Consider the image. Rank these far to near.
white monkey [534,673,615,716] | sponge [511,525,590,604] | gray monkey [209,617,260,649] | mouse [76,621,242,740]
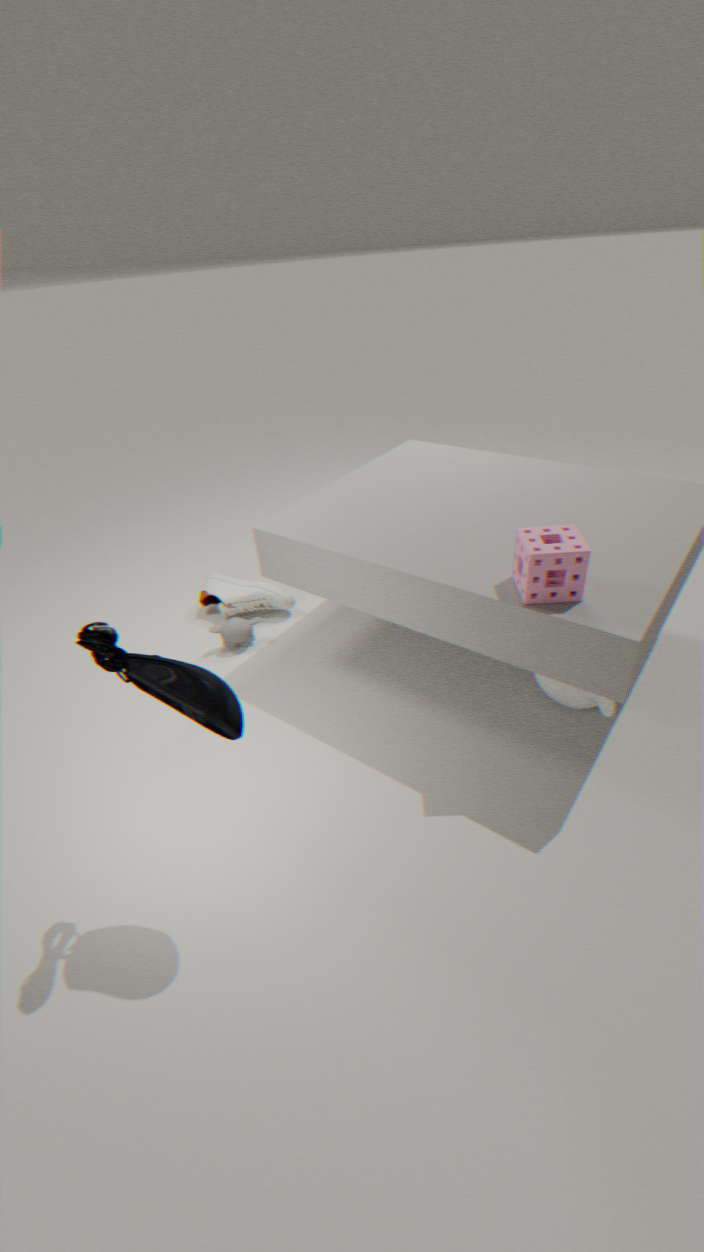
gray monkey [209,617,260,649] < white monkey [534,673,615,716] < sponge [511,525,590,604] < mouse [76,621,242,740]
